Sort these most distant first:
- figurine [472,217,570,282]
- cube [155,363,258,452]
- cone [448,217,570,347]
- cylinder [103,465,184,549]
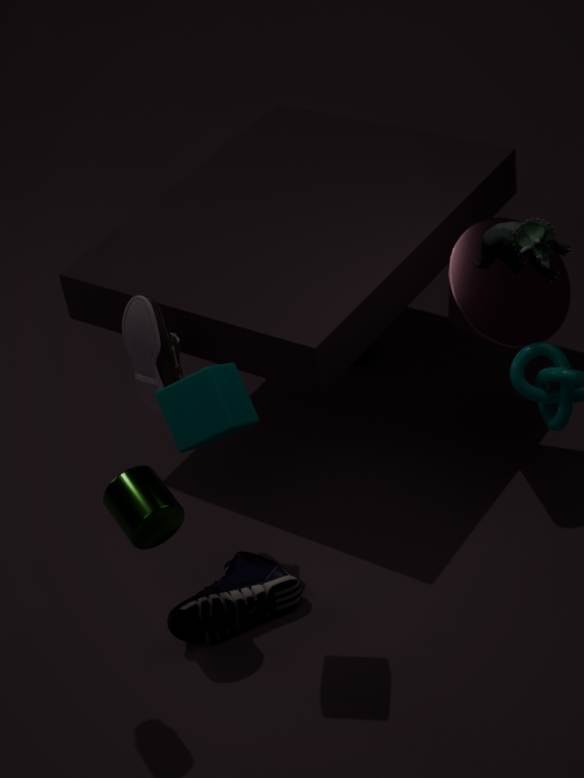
cone [448,217,570,347] → cylinder [103,465,184,549] → figurine [472,217,570,282] → cube [155,363,258,452]
